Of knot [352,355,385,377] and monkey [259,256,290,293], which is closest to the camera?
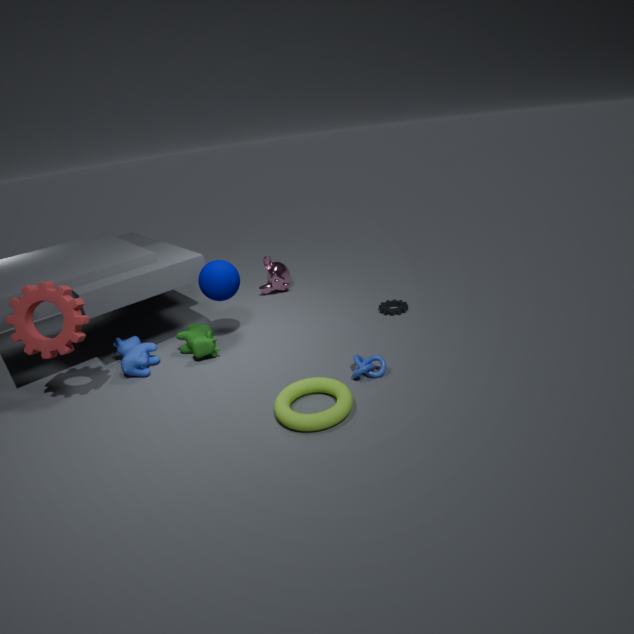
knot [352,355,385,377]
